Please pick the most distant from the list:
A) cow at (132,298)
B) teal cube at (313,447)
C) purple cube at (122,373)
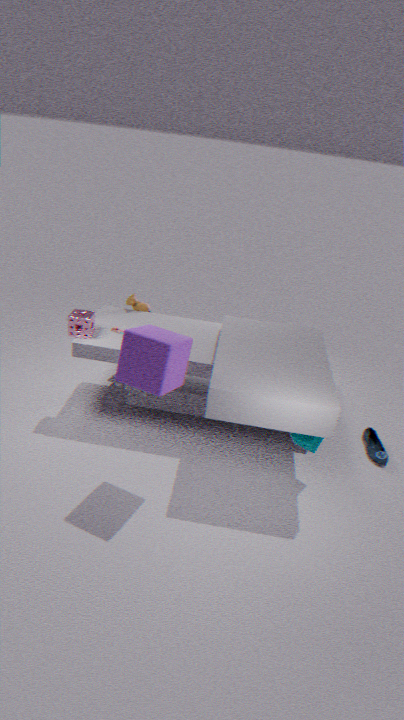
cow at (132,298)
